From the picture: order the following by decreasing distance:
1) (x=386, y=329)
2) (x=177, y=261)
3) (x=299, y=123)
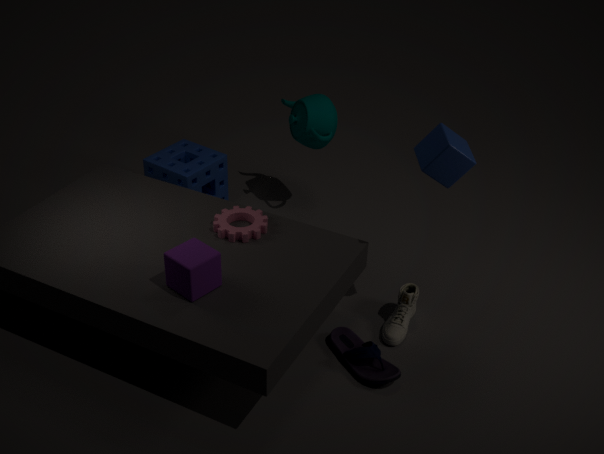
3. (x=299, y=123) → 1. (x=386, y=329) → 2. (x=177, y=261)
